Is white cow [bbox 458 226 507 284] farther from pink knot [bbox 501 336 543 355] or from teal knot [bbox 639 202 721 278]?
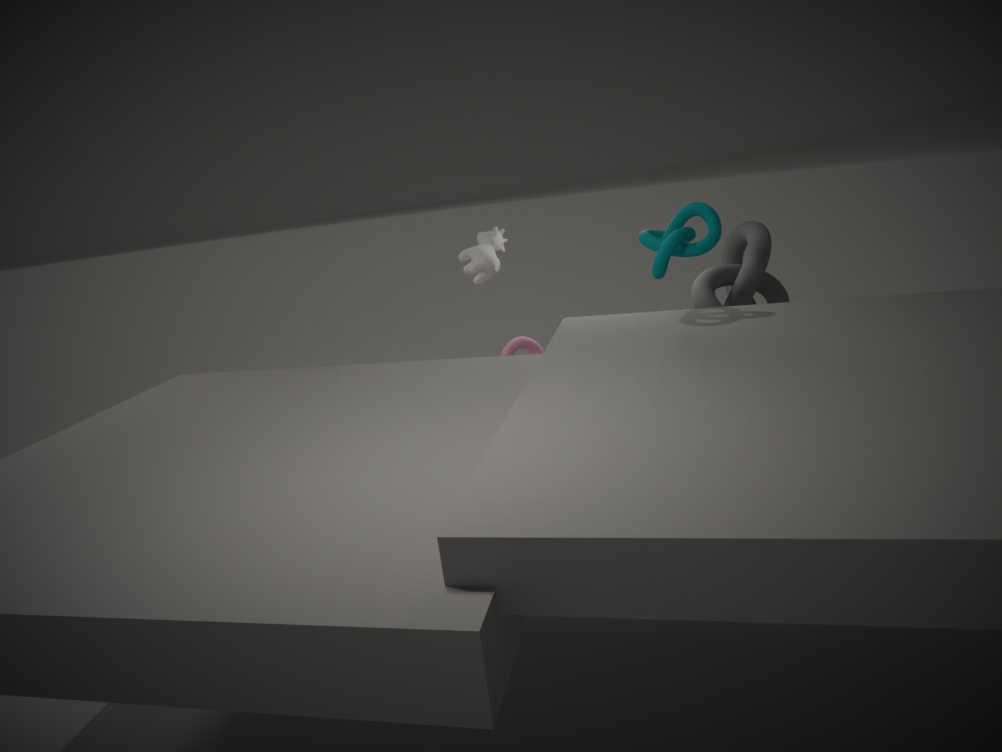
teal knot [bbox 639 202 721 278]
